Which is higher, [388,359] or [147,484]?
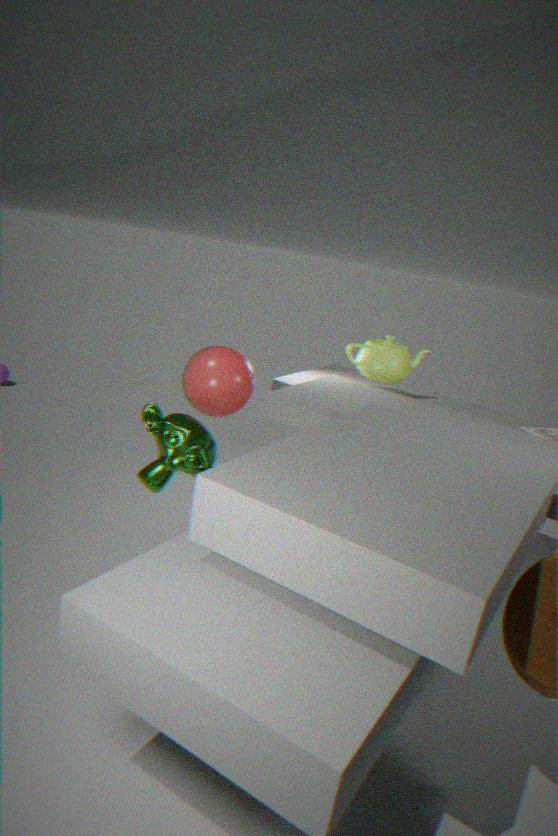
[388,359]
